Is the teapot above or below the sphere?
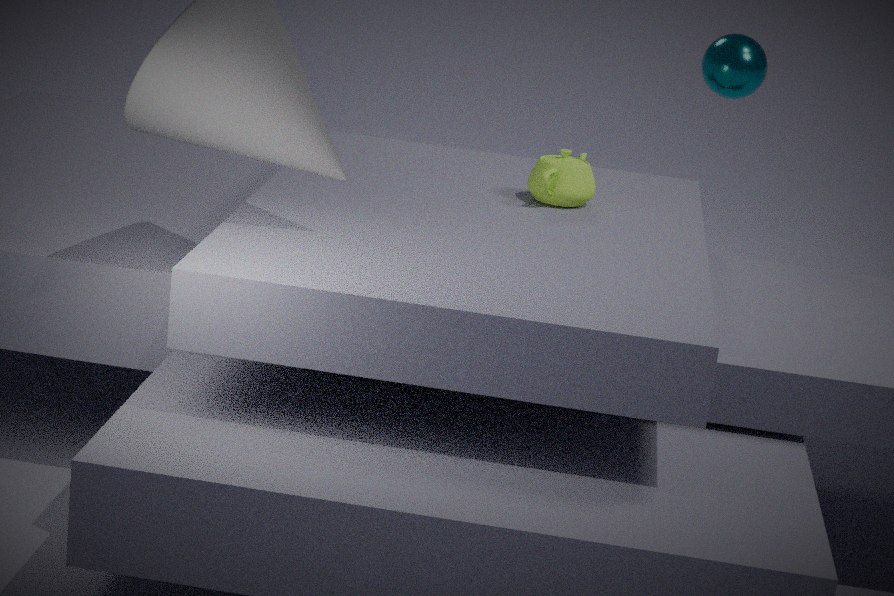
below
